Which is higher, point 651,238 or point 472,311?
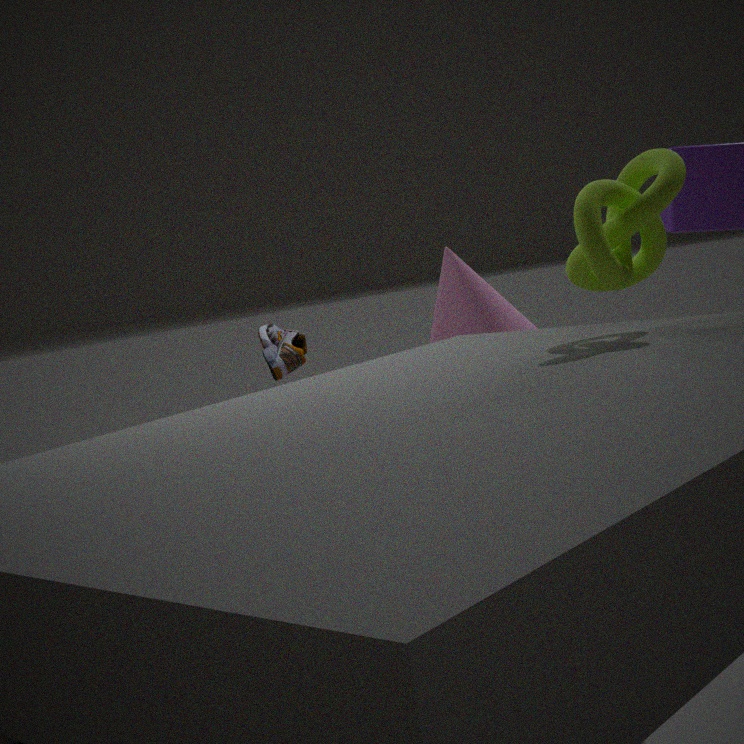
point 651,238
